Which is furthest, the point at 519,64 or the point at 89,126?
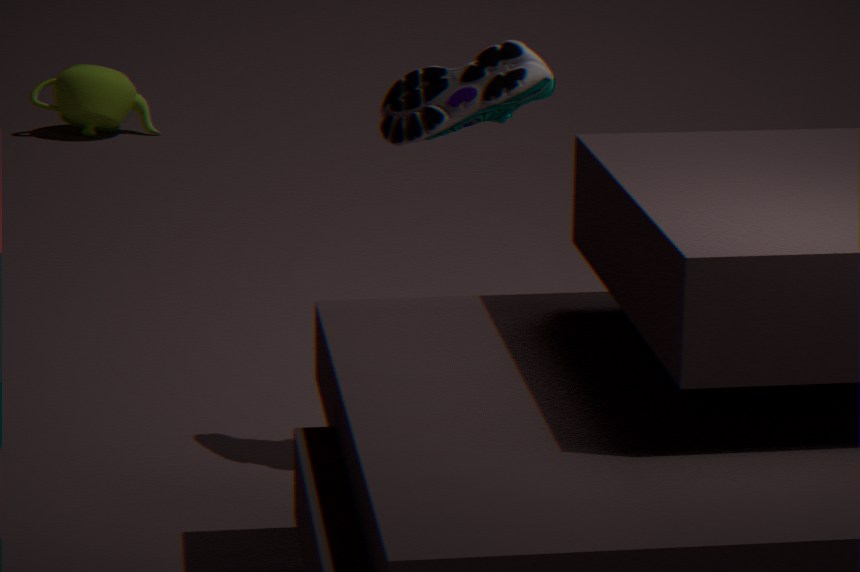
the point at 89,126
